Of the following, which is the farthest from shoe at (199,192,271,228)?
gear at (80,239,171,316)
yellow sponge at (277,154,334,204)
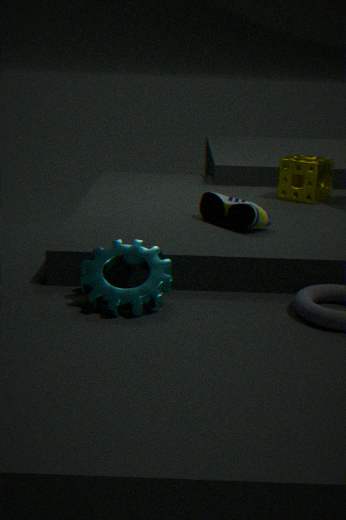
yellow sponge at (277,154,334,204)
